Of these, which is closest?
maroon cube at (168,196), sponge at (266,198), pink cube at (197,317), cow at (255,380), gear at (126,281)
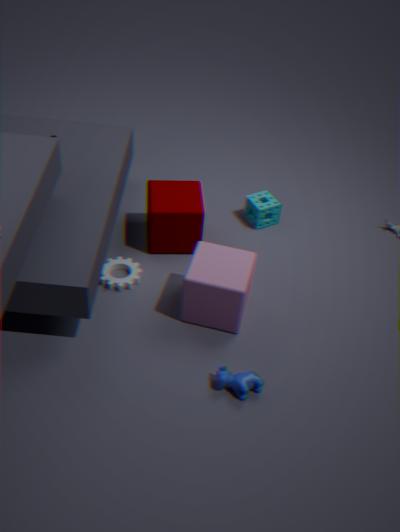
cow at (255,380)
